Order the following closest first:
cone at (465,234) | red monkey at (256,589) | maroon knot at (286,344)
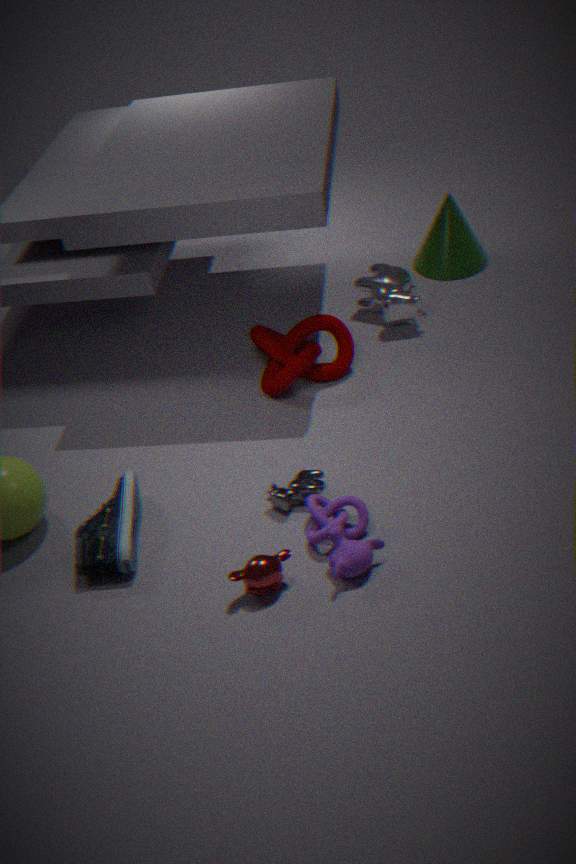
red monkey at (256,589) < maroon knot at (286,344) < cone at (465,234)
